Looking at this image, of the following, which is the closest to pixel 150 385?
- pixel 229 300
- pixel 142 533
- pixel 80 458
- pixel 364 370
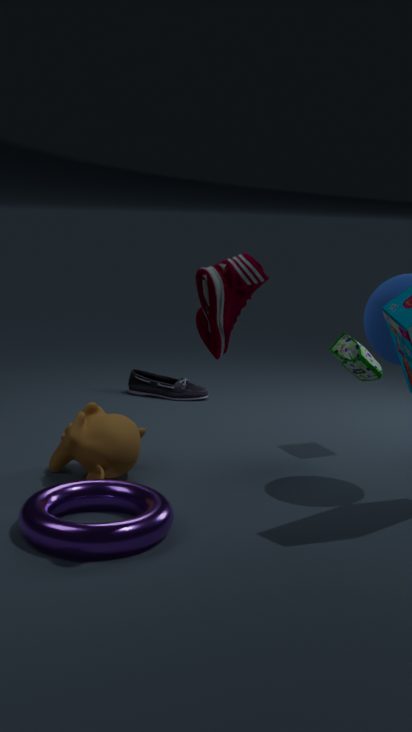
pixel 364 370
